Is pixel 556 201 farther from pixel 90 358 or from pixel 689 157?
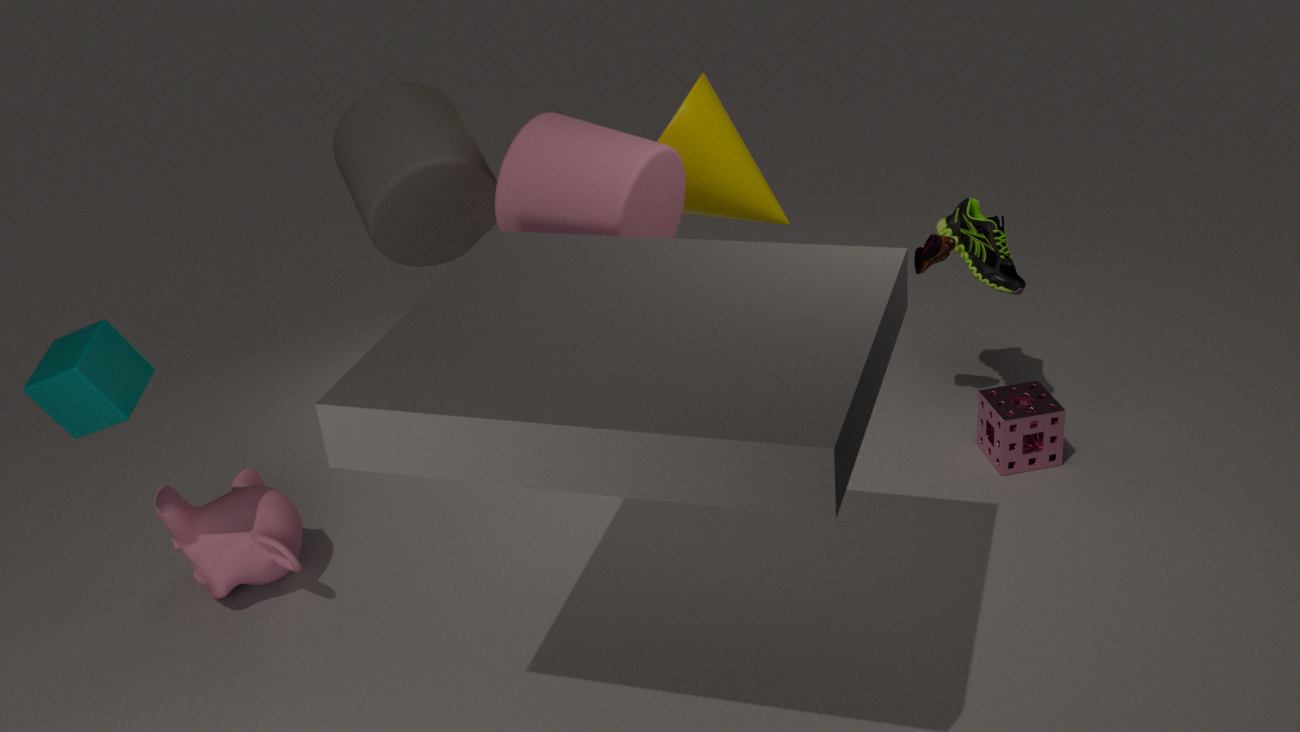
pixel 90 358
